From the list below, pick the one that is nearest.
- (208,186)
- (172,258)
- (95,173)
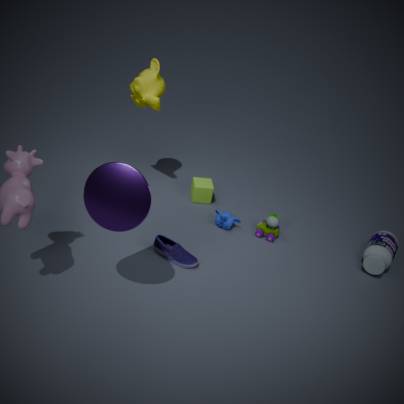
(95,173)
